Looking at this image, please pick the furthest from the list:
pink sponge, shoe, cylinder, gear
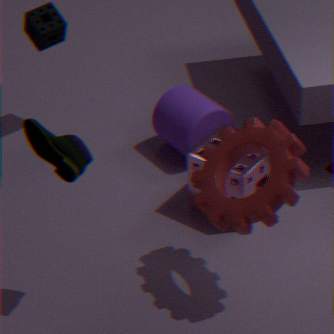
cylinder
